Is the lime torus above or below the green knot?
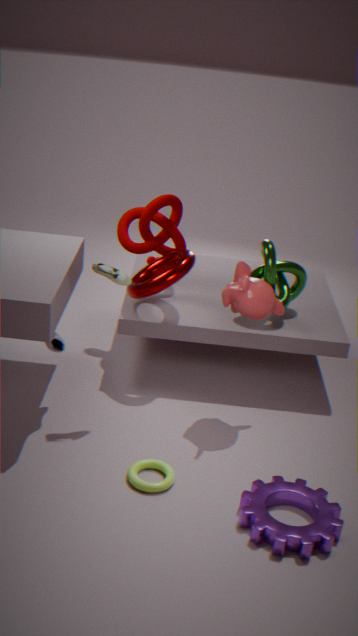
below
